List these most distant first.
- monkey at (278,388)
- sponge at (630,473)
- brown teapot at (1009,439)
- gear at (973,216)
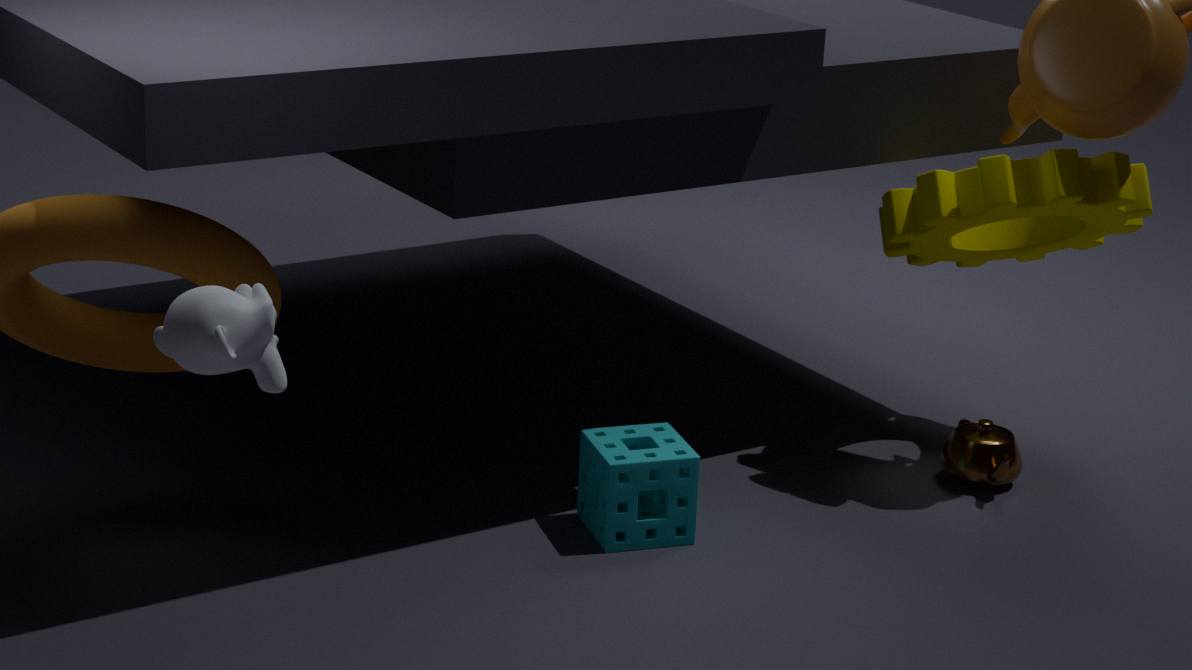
brown teapot at (1009,439), gear at (973,216), sponge at (630,473), monkey at (278,388)
